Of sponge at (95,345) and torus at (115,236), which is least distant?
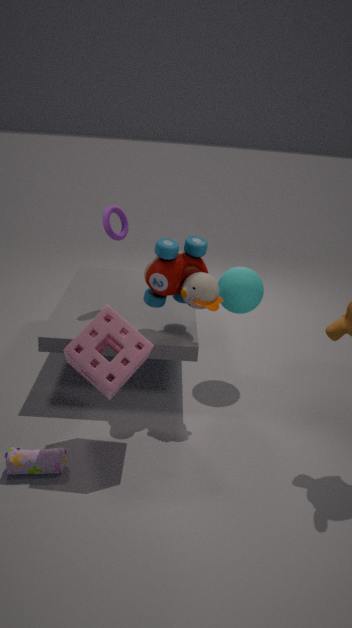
sponge at (95,345)
